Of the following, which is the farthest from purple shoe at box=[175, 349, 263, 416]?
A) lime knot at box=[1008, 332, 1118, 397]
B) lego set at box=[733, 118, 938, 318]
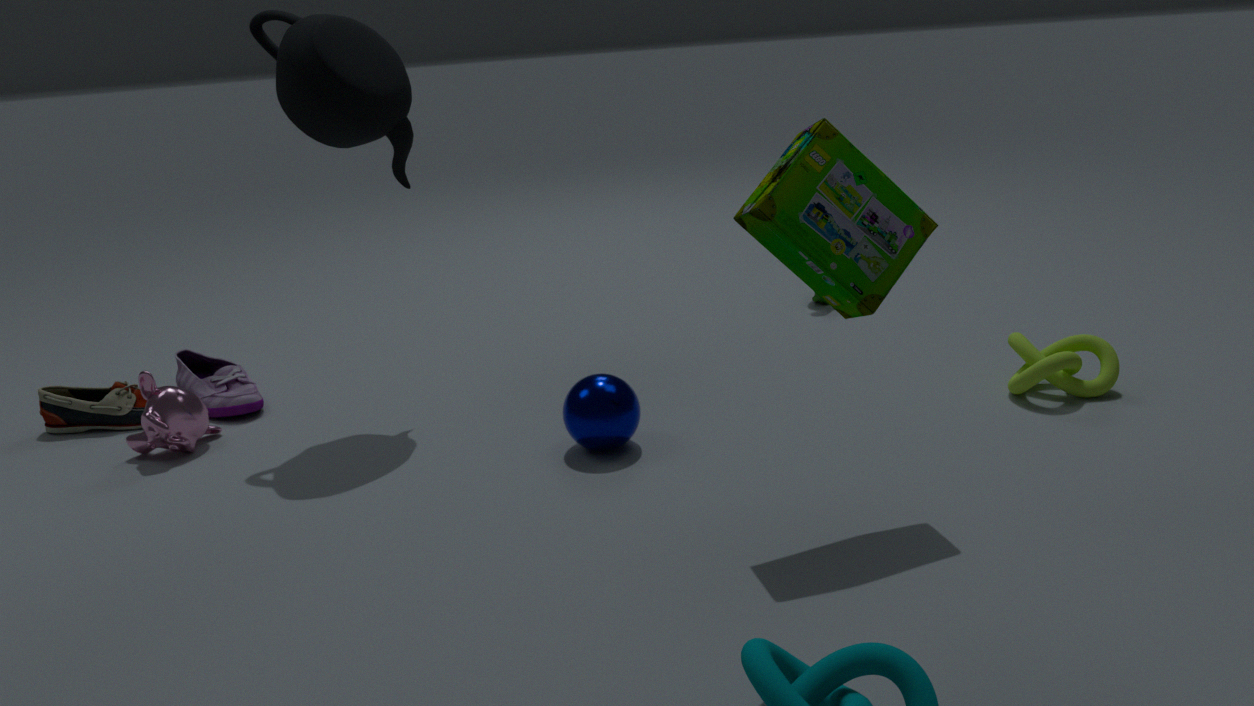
lime knot at box=[1008, 332, 1118, 397]
